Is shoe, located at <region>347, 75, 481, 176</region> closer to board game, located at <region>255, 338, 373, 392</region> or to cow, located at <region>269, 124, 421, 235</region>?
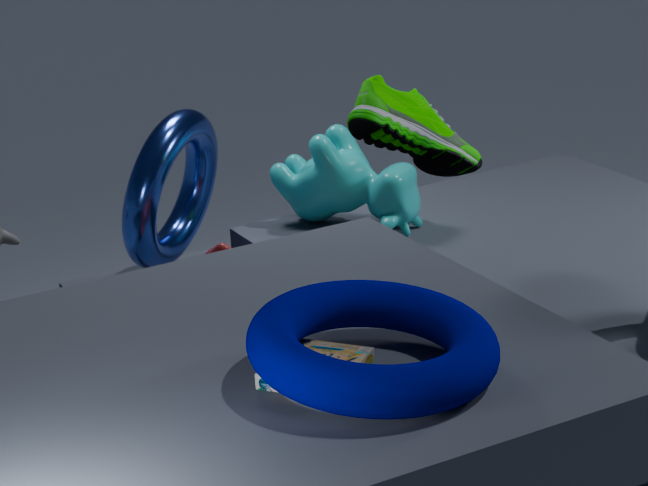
cow, located at <region>269, 124, 421, 235</region>
